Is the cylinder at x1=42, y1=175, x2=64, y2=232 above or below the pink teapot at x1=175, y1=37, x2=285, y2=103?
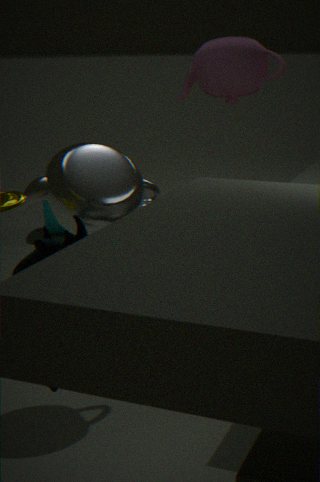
below
